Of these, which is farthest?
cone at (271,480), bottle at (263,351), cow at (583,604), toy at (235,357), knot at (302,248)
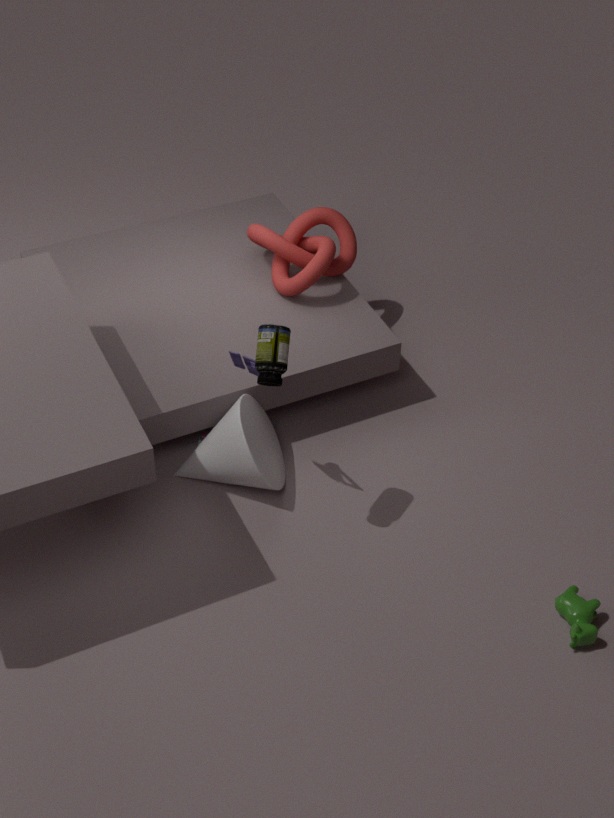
knot at (302,248)
